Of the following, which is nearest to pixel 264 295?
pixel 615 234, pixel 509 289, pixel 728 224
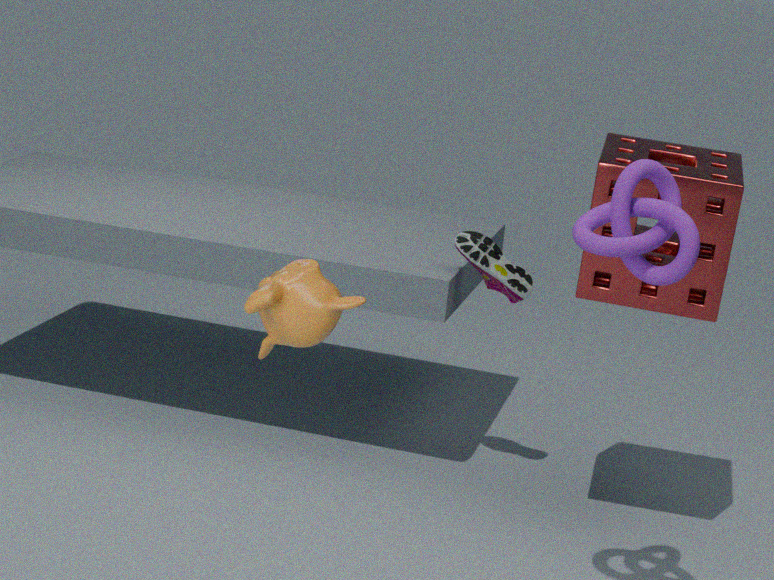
pixel 615 234
